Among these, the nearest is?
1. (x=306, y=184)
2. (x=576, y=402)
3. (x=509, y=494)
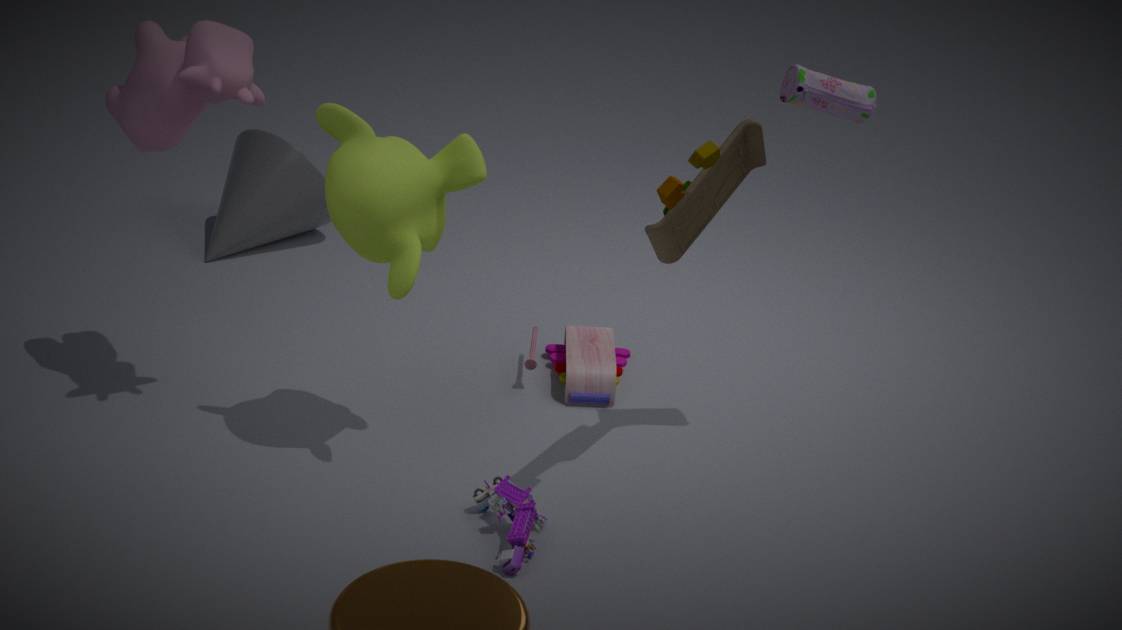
(x=509, y=494)
